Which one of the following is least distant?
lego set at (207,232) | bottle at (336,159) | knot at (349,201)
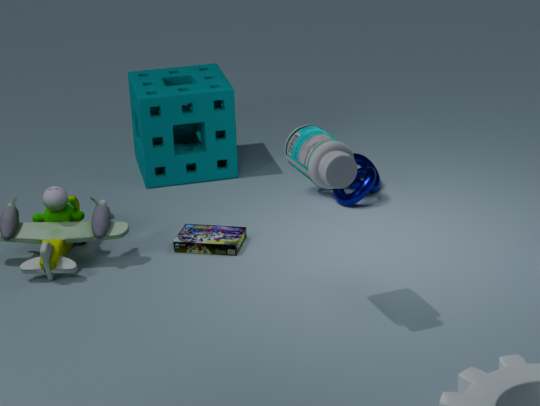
bottle at (336,159)
